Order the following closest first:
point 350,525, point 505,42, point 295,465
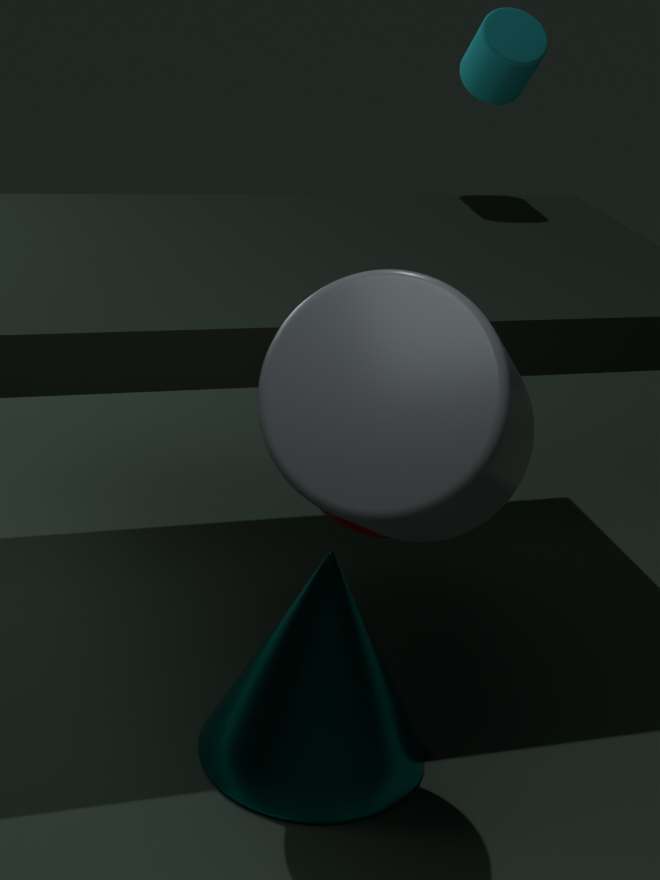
1. point 295,465
2. point 350,525
3. point 505,42
